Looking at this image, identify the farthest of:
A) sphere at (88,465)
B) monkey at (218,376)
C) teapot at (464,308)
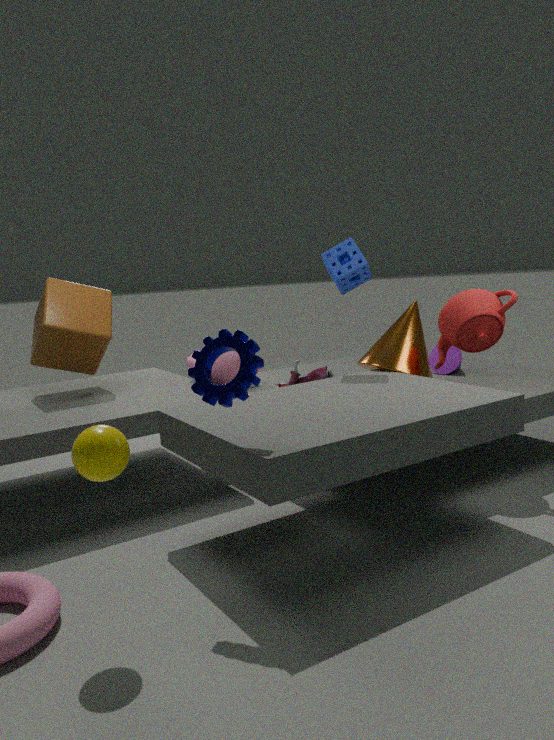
monkey at (218,376)
